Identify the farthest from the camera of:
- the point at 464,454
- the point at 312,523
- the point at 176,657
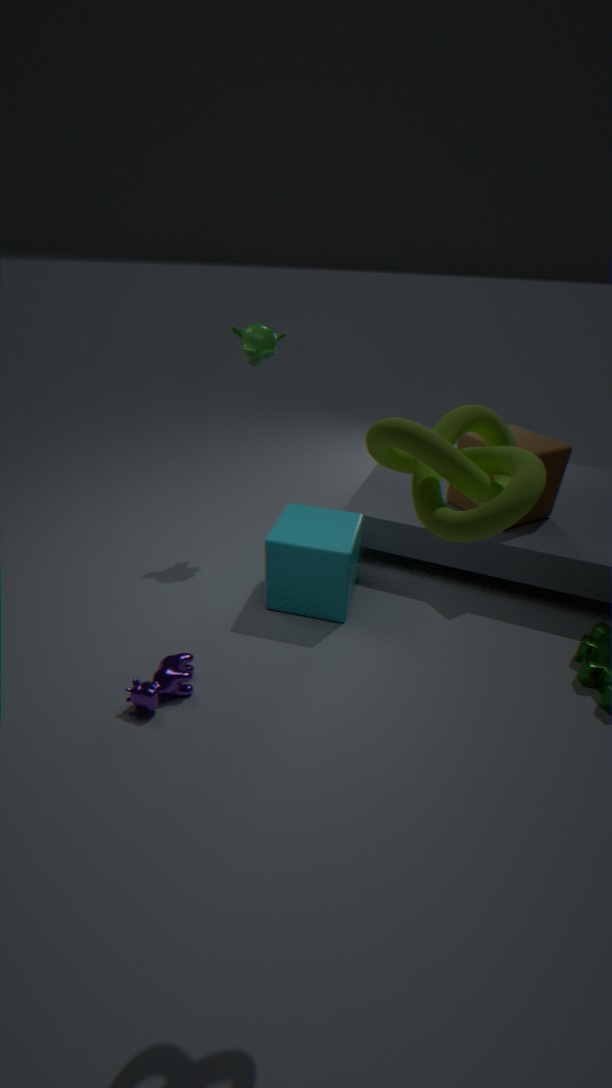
the point at 312,523
